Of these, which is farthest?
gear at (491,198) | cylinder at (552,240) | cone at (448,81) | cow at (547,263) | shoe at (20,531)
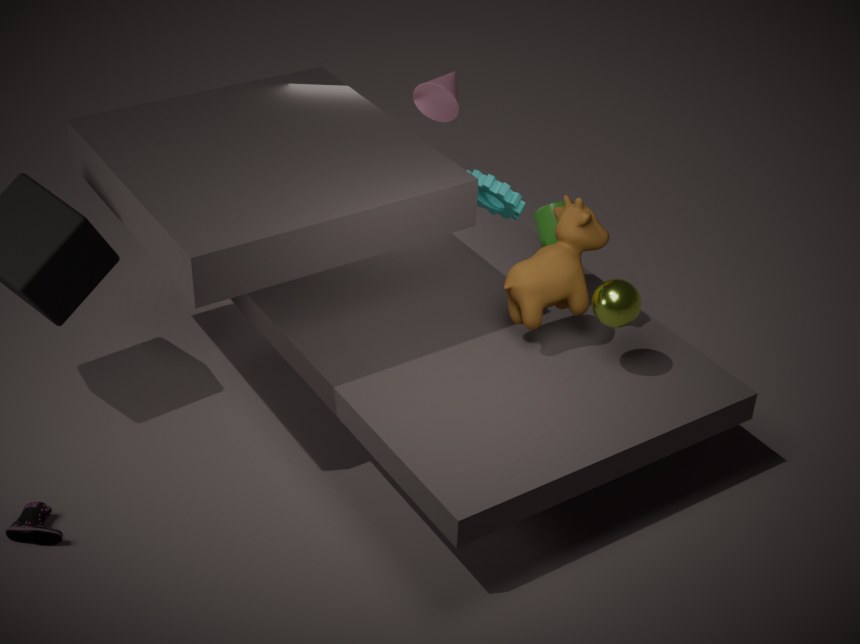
cone at (448,81)
